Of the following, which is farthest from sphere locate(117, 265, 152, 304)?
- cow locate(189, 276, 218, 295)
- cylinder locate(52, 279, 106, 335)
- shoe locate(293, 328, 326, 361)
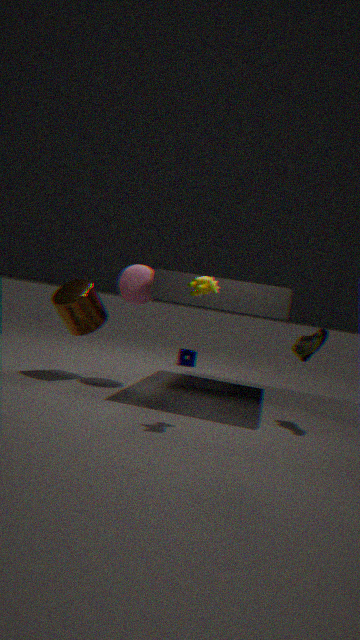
shoe locate(293, 328, 326, 361)
